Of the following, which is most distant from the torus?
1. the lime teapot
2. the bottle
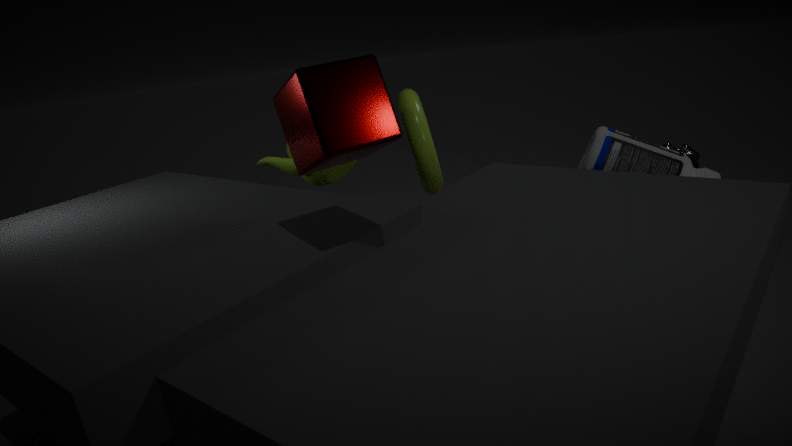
the bottle
